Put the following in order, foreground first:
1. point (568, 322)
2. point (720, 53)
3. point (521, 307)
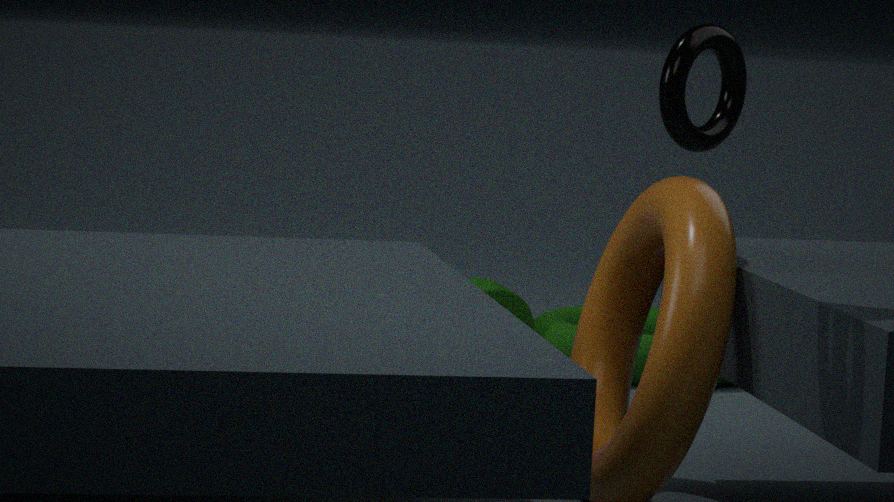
point (720, 53)
point (521, 307)
point (568, 322)
